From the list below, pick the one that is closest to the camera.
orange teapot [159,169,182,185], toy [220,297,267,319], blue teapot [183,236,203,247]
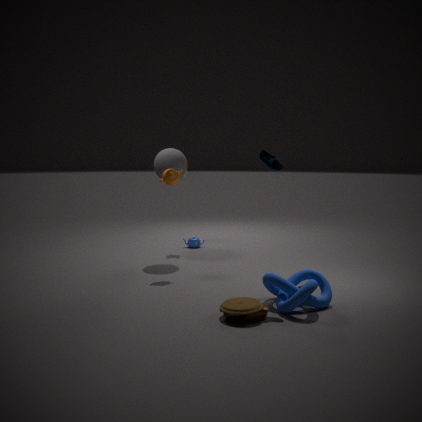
toy [220,297,267,319]
